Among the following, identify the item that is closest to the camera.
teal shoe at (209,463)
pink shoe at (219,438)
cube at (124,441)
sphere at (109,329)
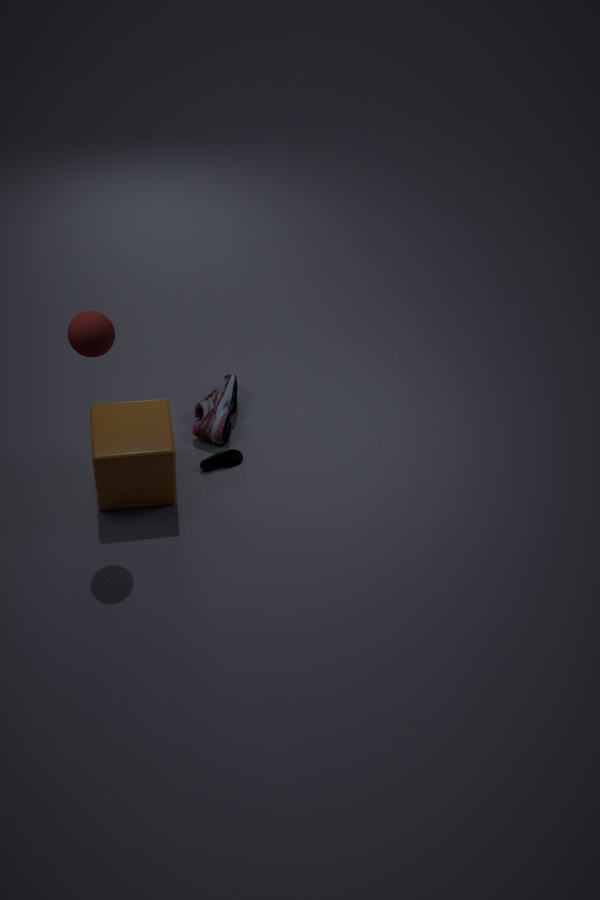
sphere at (109,329)
